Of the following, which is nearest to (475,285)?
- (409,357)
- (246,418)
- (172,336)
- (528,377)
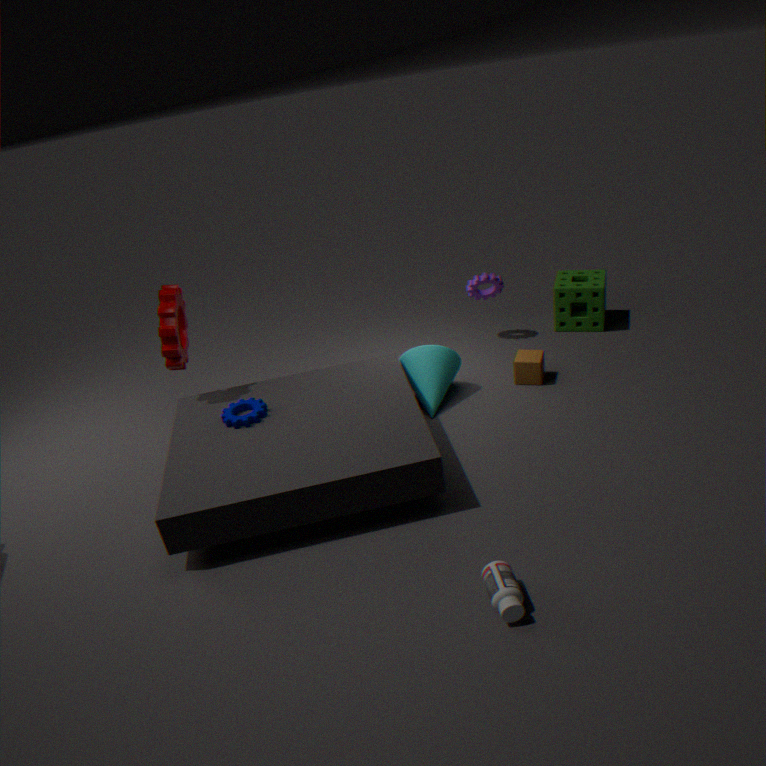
(528,377)
